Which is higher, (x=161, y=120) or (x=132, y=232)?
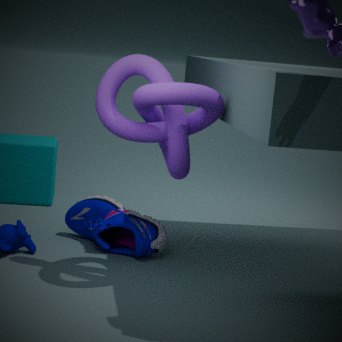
(x=161, y=120)
